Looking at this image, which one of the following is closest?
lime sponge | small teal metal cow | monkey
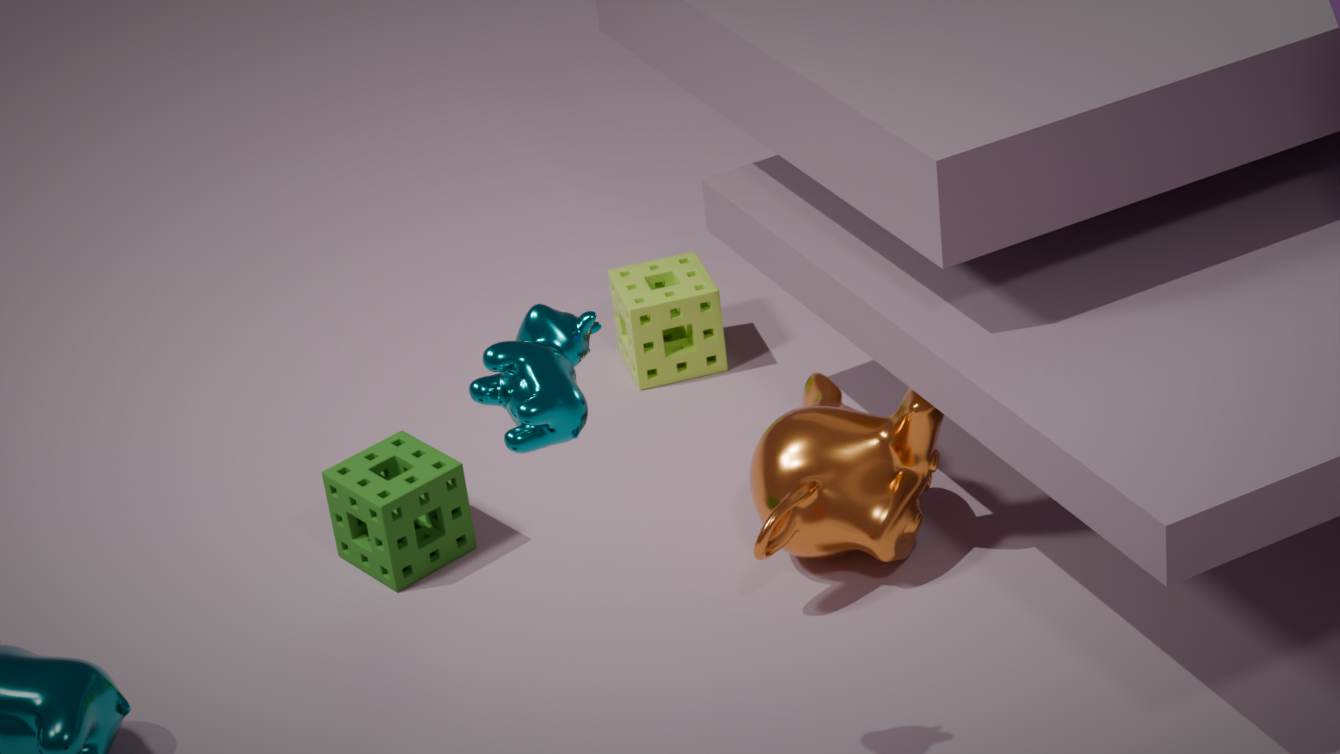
small teal metal cow
